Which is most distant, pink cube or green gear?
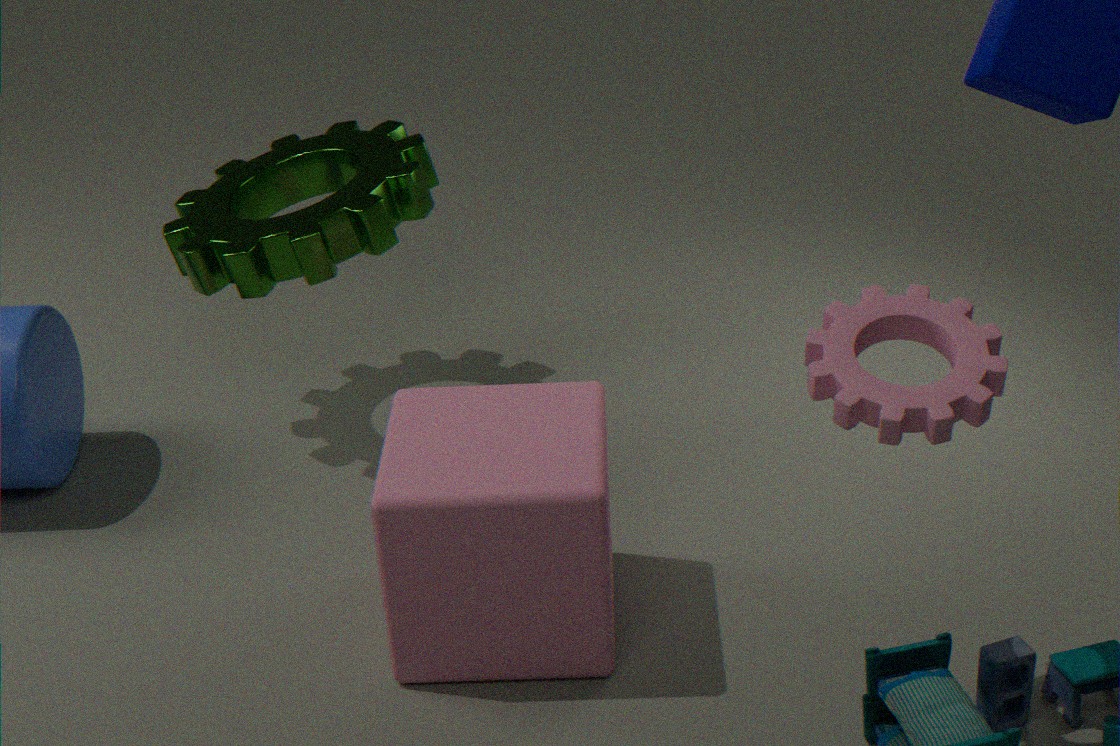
green gear
